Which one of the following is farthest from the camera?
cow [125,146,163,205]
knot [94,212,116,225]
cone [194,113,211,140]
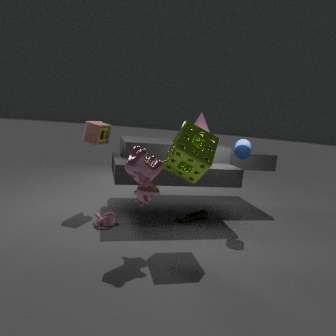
cone [194,113,211,140]
